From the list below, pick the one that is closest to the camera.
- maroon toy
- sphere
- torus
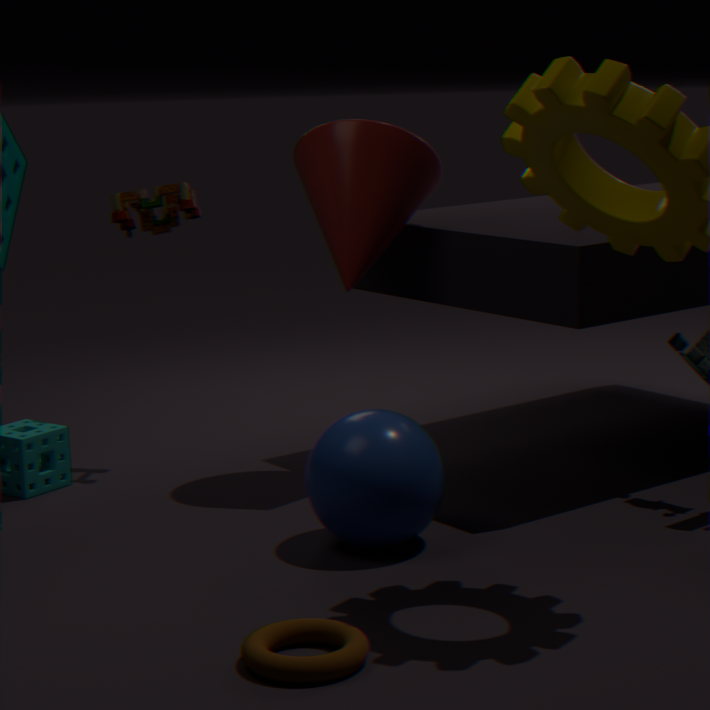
torus
